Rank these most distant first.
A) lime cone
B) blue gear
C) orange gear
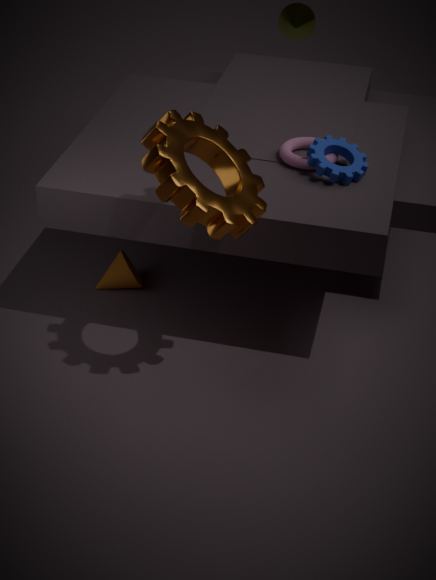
1. lime cone
2. blue gear
3. orange gear
